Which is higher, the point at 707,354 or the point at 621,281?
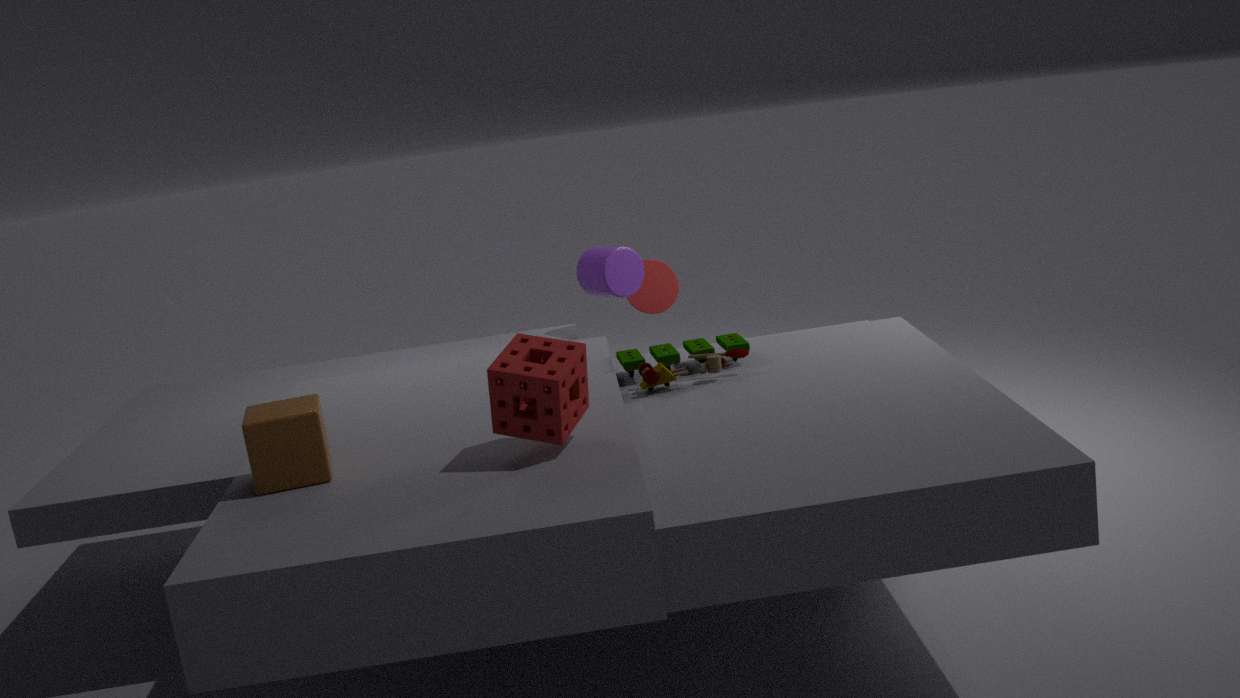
the point at 621,281
